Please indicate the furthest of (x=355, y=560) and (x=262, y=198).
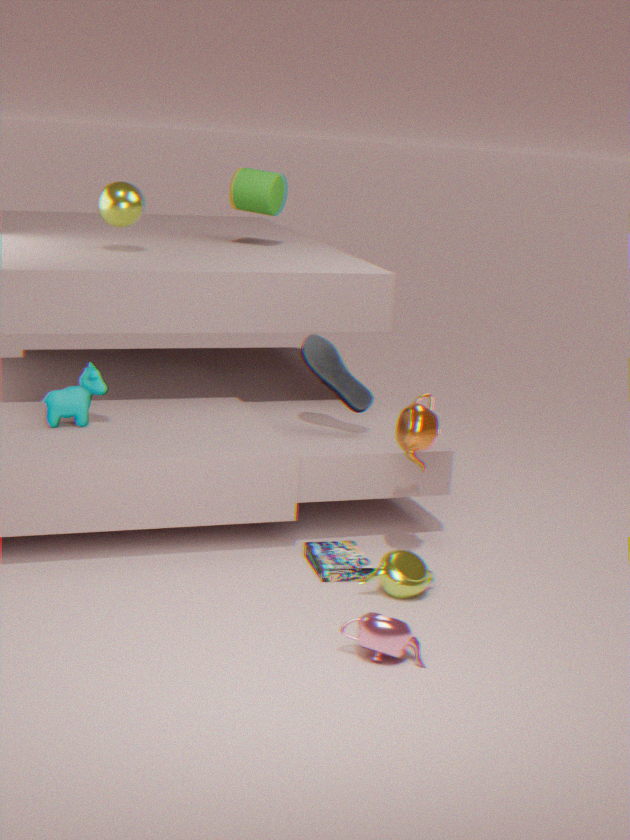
(x=262, y=198)
